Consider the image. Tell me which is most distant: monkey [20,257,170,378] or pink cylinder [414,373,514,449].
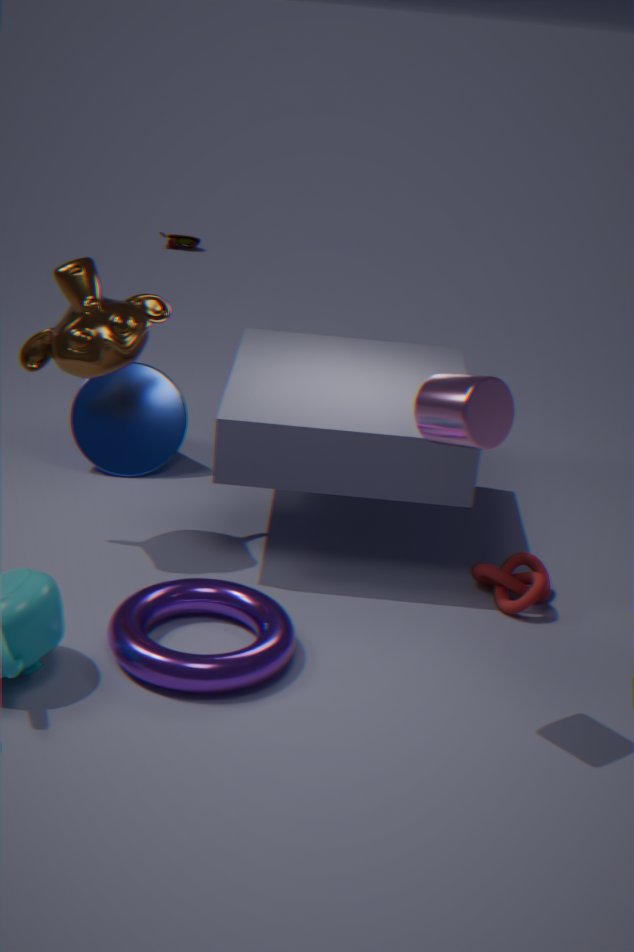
monkey [20,257,170,378]
